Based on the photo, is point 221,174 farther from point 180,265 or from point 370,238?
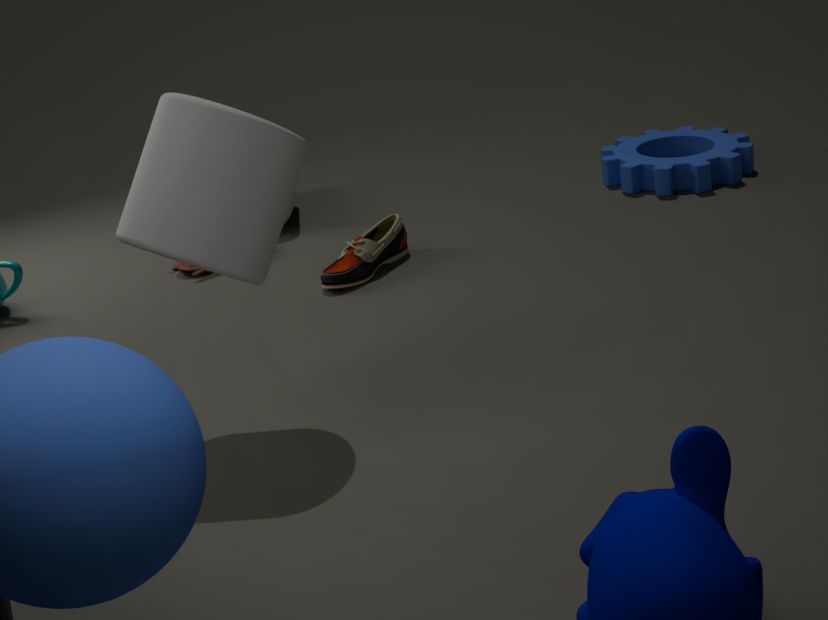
point 180,265
